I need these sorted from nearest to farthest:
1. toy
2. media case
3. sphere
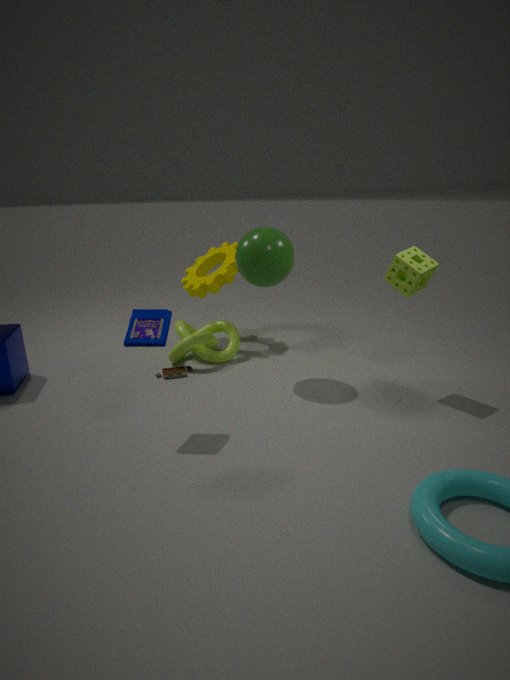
media case
sphere
toy
